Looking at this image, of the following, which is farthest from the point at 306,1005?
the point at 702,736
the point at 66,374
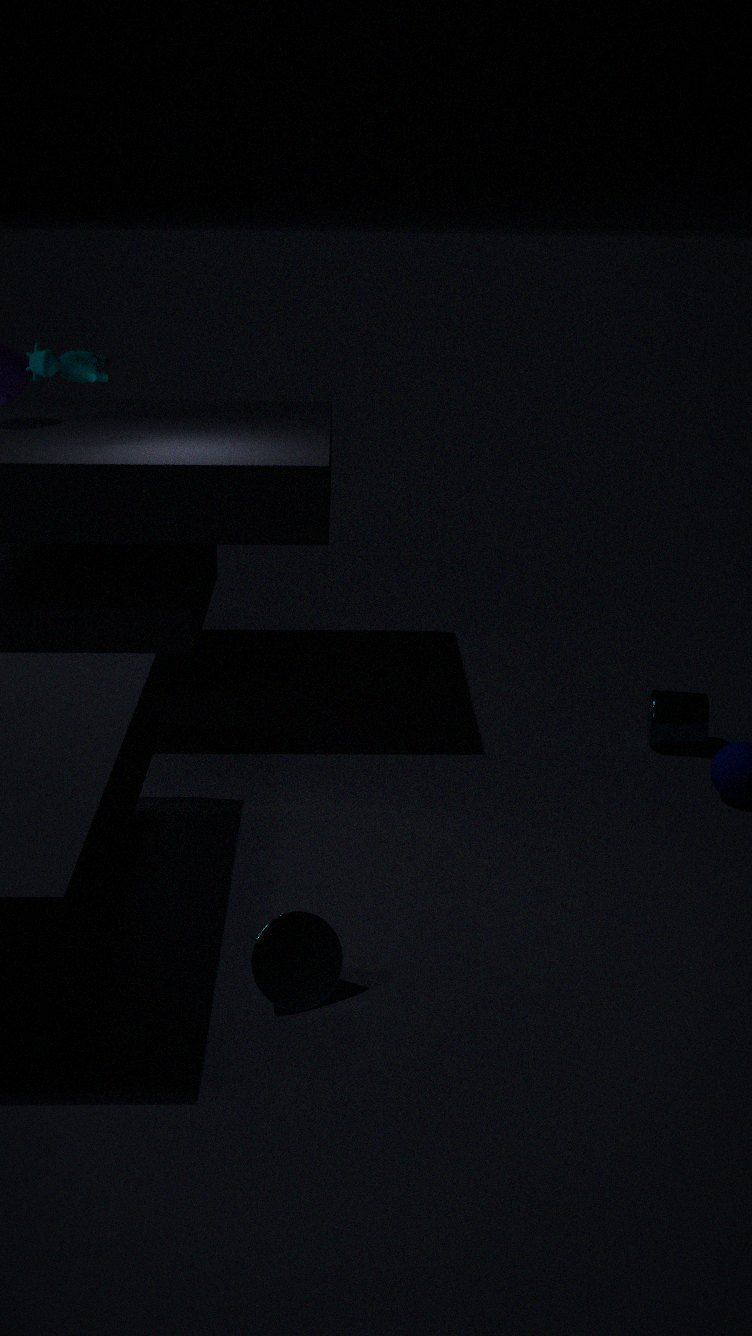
the point at 66,374
